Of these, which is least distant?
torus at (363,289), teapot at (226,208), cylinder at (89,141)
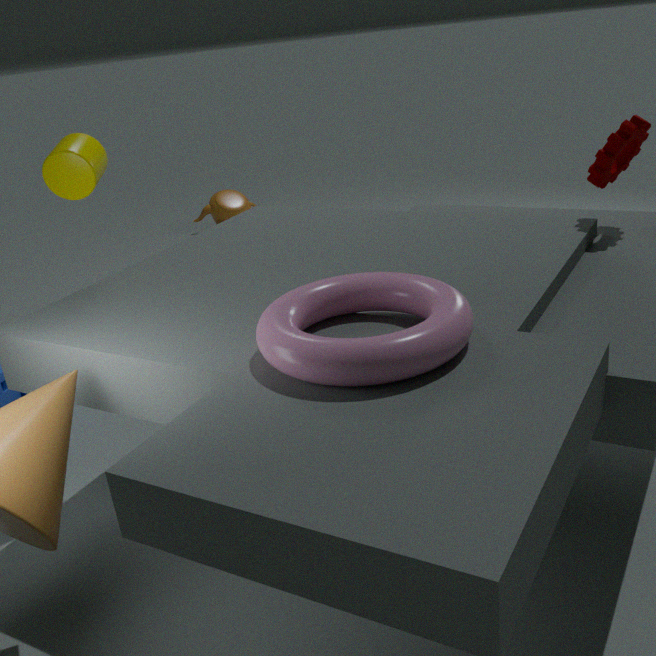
torus at (363,289)
